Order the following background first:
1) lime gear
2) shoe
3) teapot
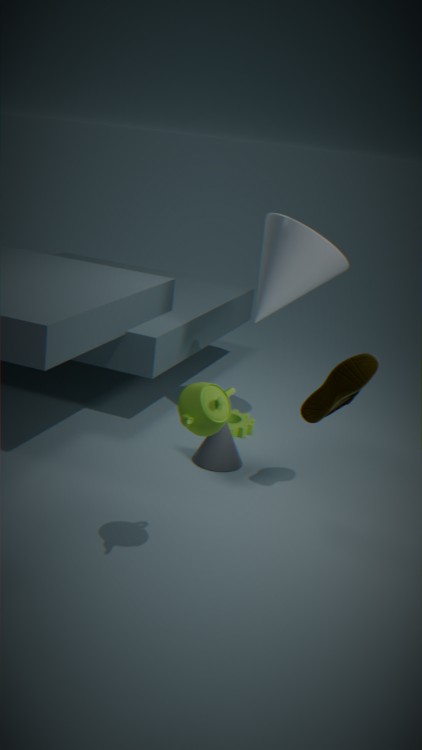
1. lime gear → 2. shoe → 3. teapot
